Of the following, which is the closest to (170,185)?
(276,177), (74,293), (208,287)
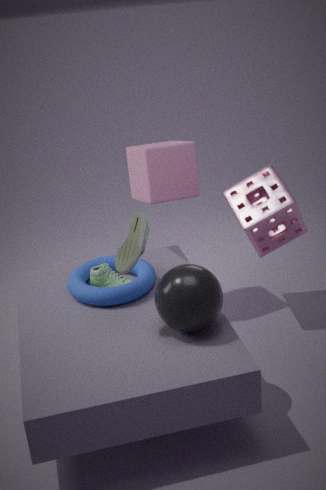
(276,177)
